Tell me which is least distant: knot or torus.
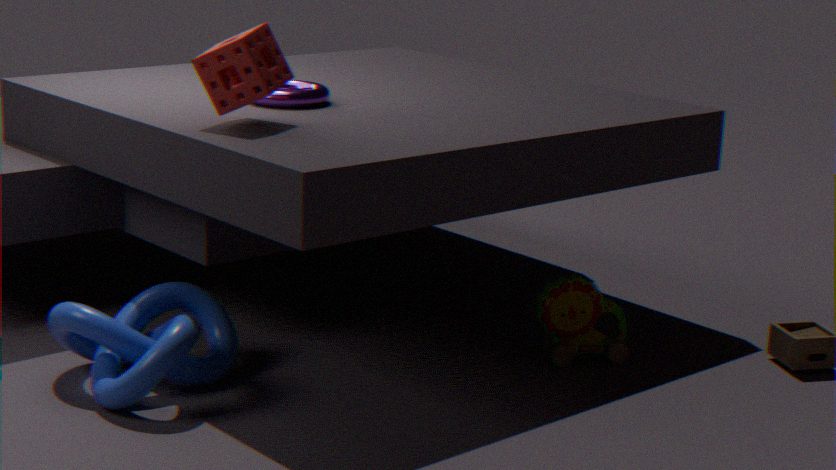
knot
